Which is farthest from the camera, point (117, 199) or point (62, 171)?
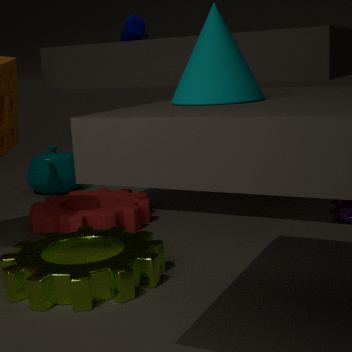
point (62, 171)
